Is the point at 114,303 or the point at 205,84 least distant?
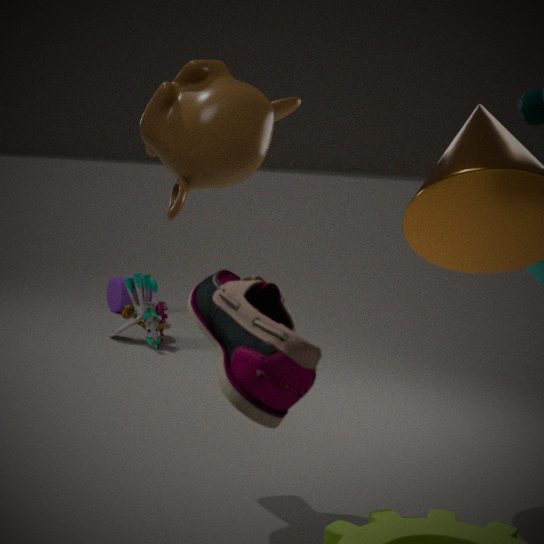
the point at 205,84
